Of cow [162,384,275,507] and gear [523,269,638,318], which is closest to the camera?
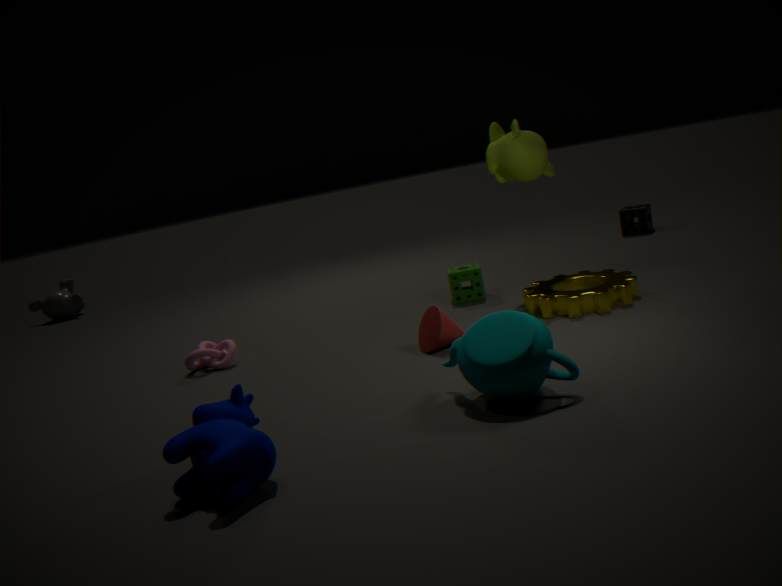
cow [162,384,275,507]
